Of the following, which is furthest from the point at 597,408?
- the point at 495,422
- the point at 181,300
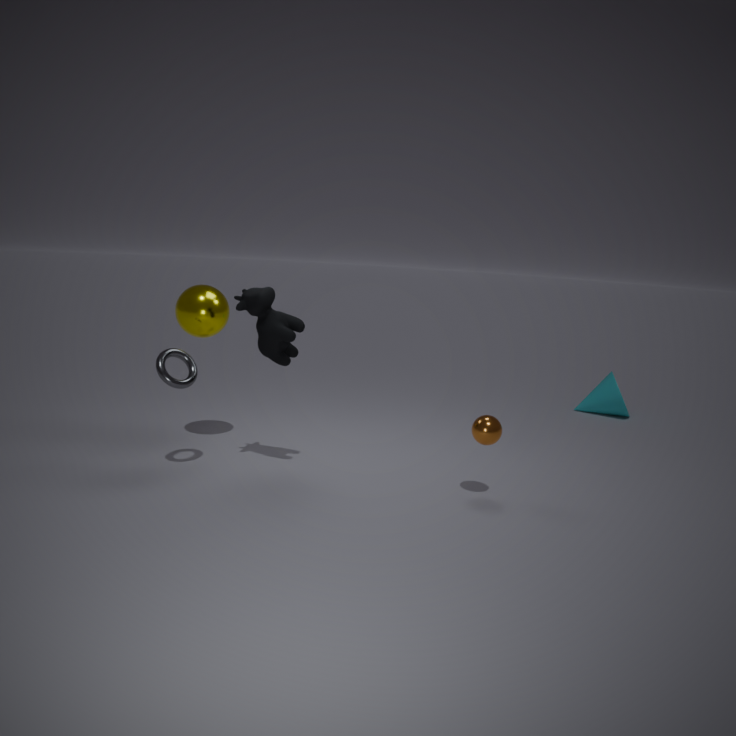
the point at 181,300
